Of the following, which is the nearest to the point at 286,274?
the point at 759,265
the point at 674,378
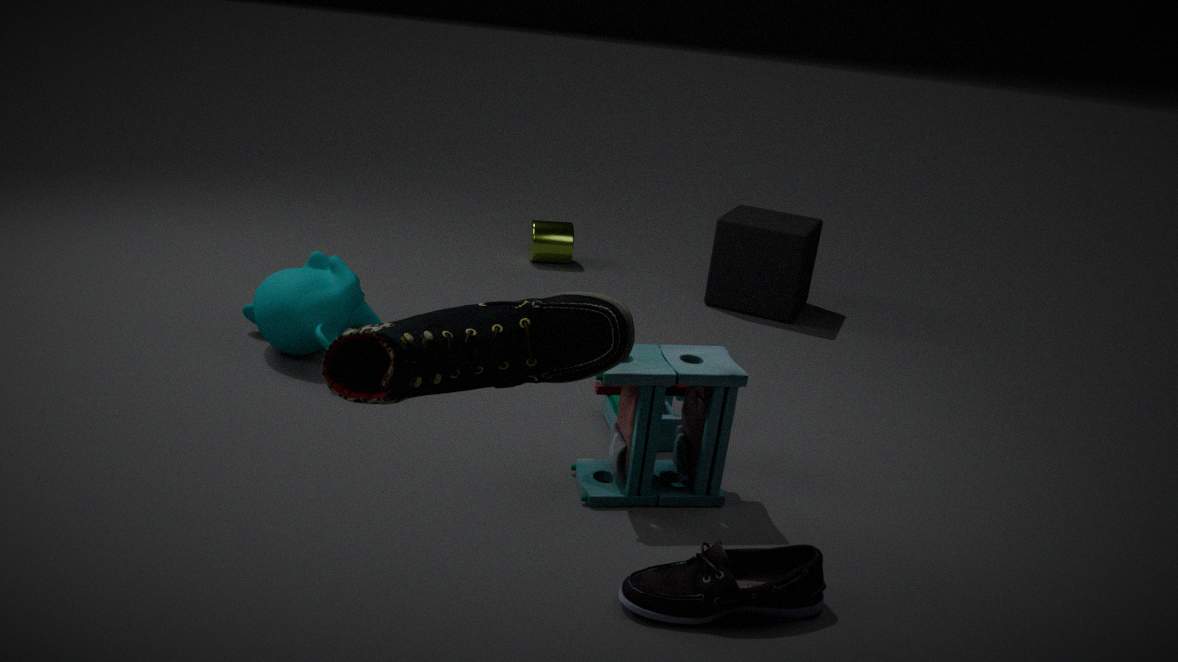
the point at 674,378
